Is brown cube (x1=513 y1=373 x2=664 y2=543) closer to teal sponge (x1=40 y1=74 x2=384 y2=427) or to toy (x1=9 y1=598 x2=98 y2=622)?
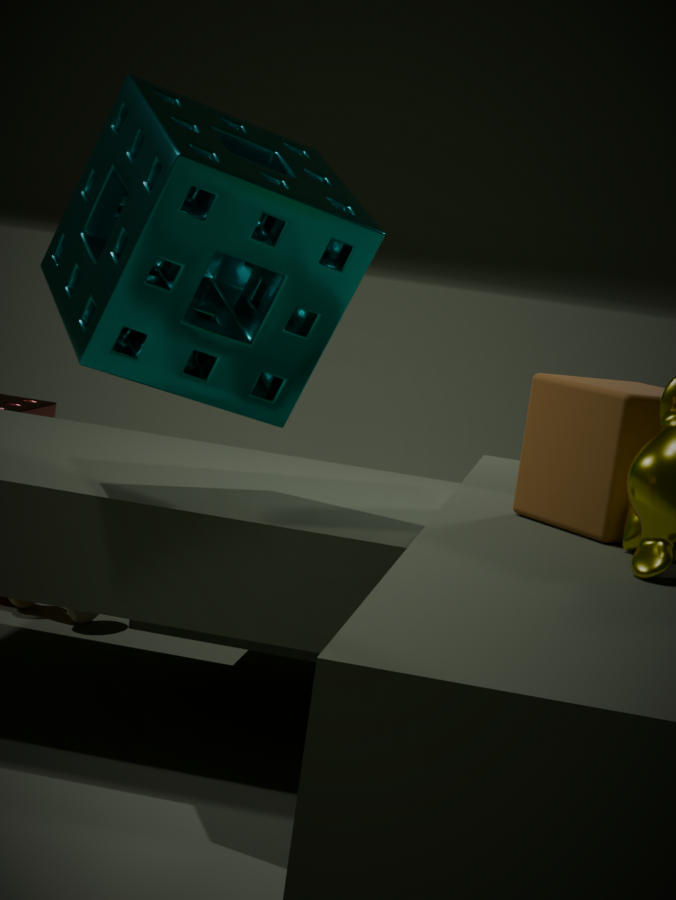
teal sponge (x1=40 y1=74 x2=384 y2=427)
